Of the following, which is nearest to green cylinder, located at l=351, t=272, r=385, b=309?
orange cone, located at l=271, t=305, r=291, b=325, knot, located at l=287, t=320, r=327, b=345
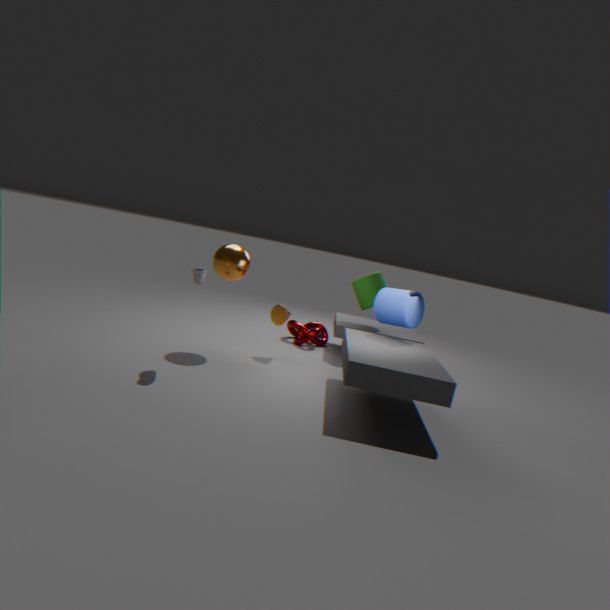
knot, located at l=287, t=320, r=327, b=345
